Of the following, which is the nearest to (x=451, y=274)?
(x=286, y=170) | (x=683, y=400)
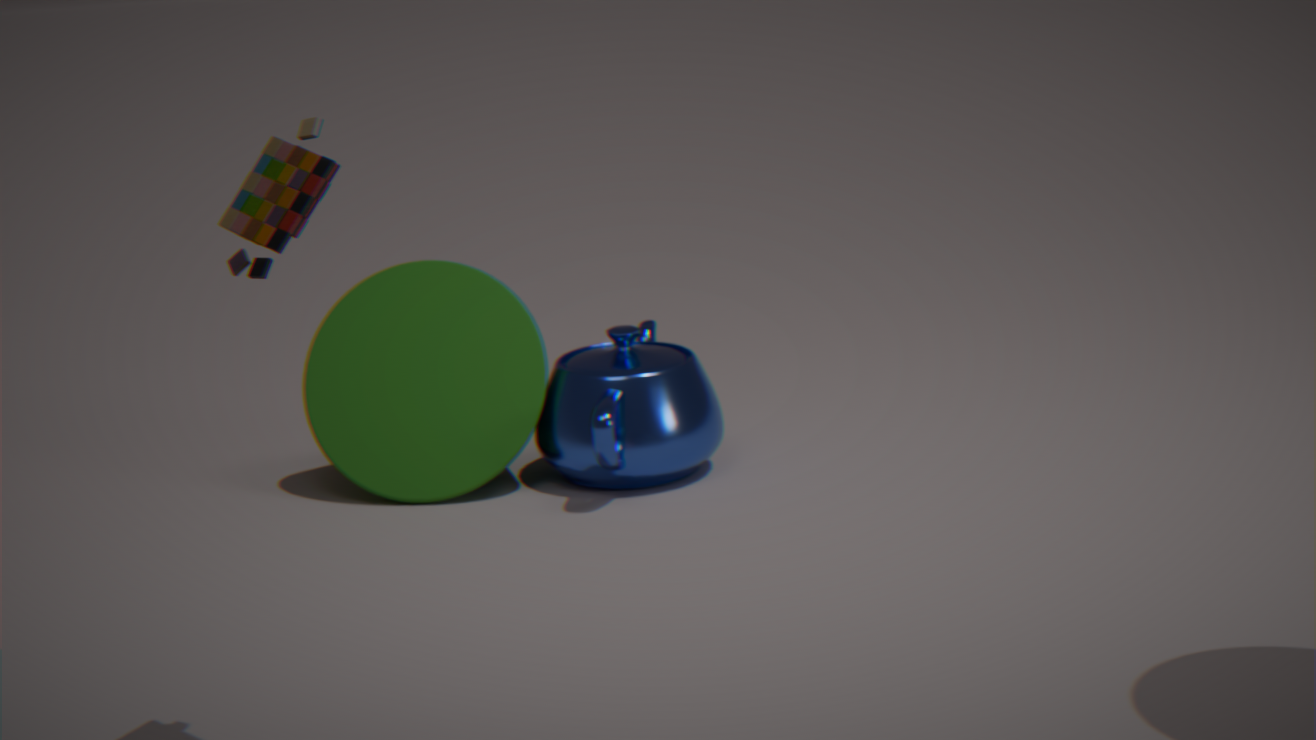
(x=683, y=400)
